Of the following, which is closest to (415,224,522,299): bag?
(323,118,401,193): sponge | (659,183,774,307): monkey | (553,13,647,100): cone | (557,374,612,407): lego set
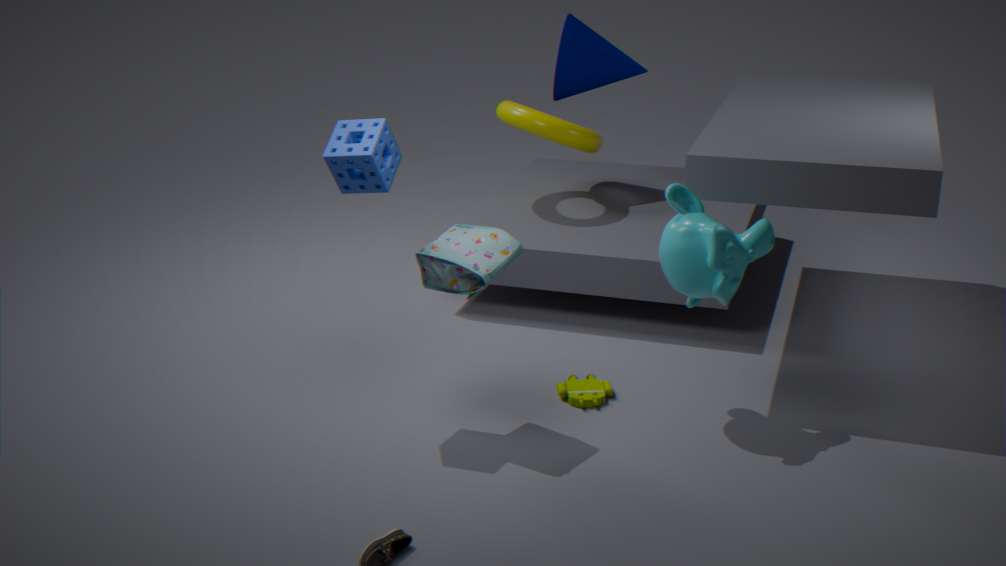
(323,118,401,193): sponge
